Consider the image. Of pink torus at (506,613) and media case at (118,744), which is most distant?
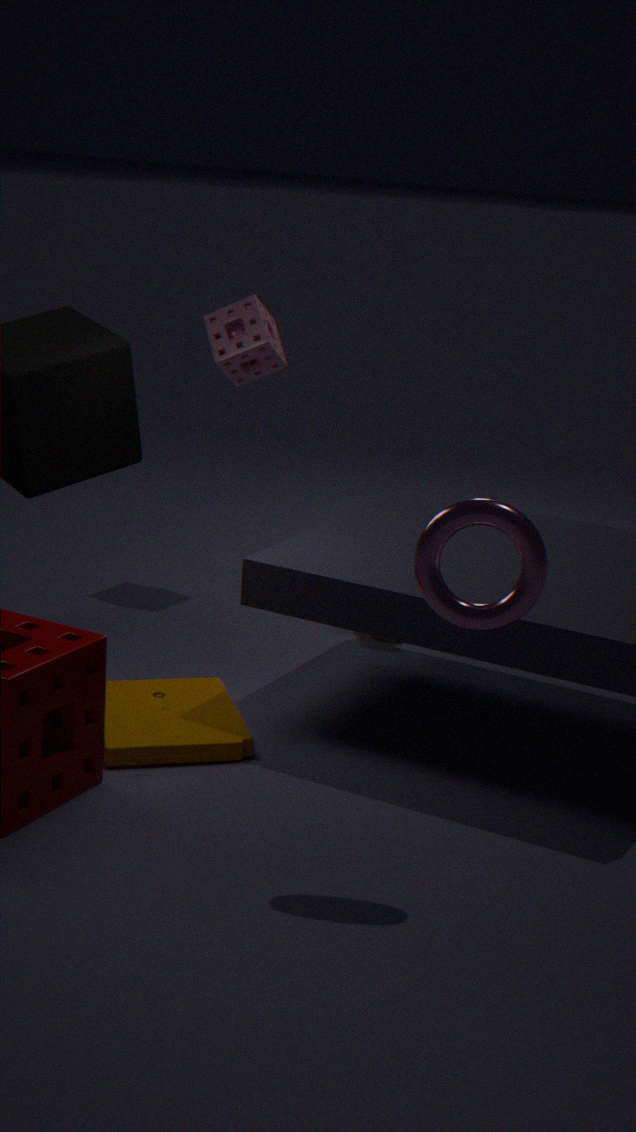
media case at (118,744)
